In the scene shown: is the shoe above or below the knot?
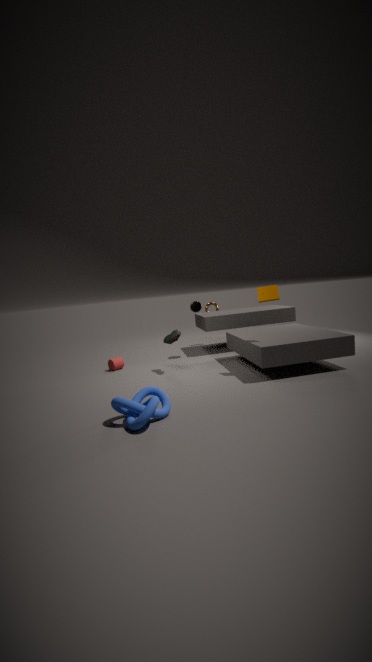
above
